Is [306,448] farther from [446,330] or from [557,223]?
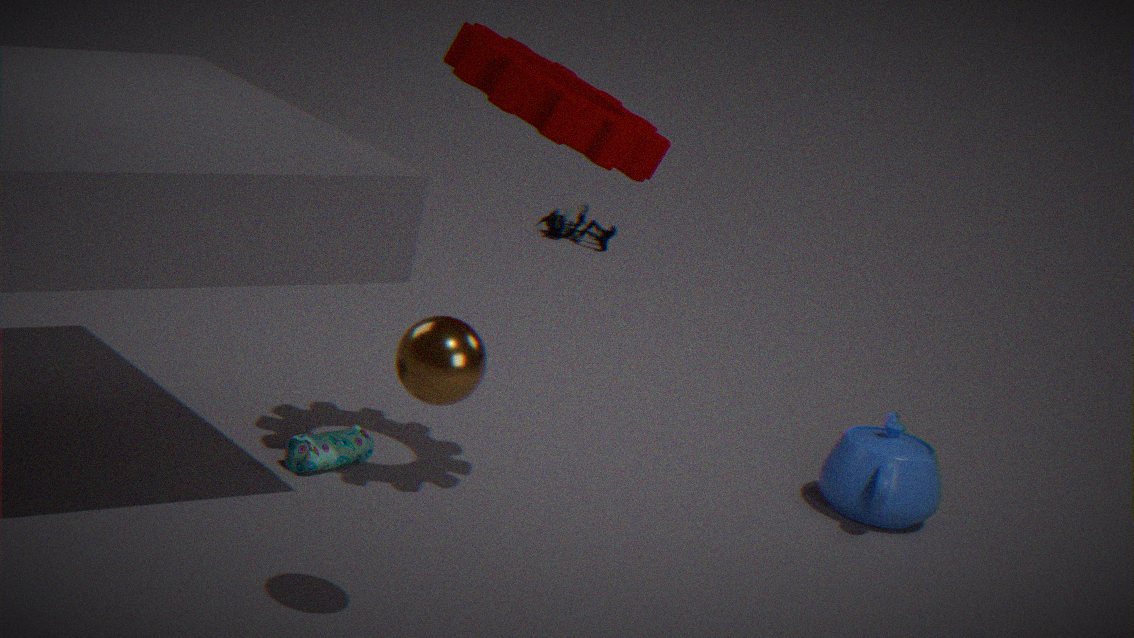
[557,223]
